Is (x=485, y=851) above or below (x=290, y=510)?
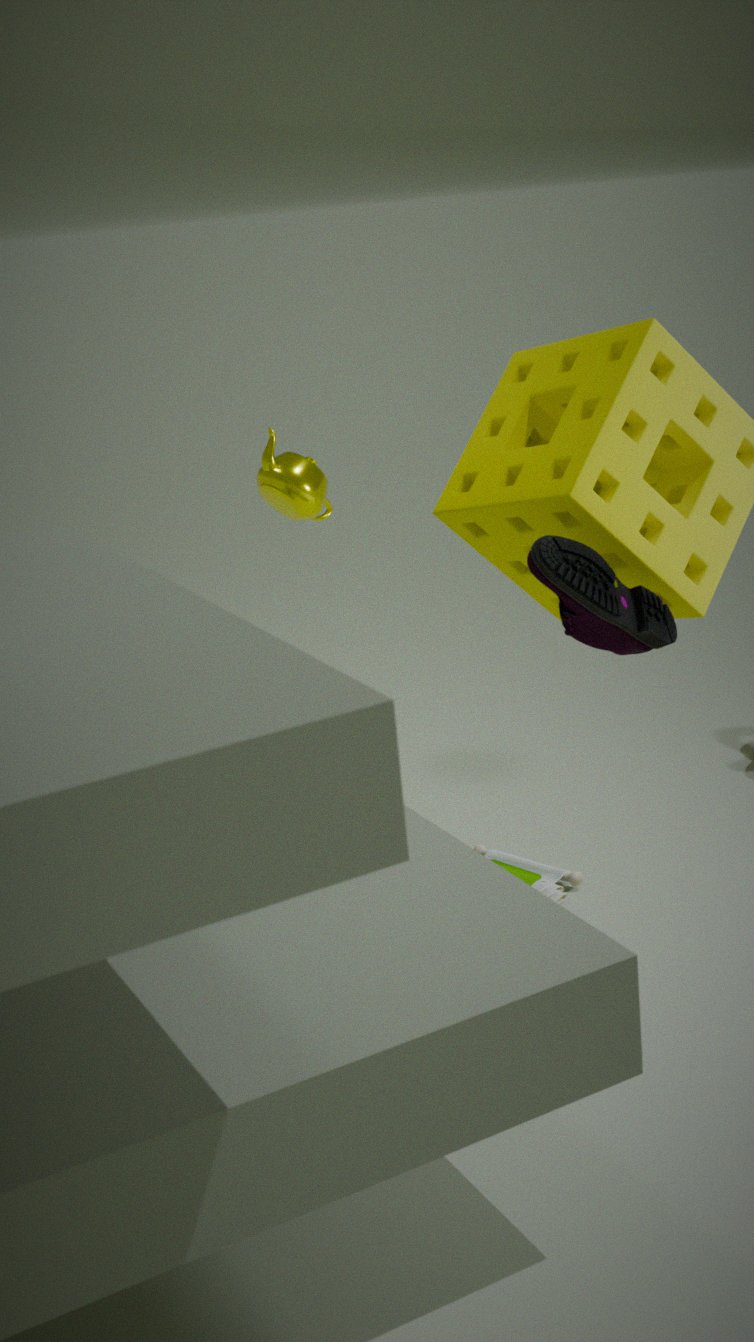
below
